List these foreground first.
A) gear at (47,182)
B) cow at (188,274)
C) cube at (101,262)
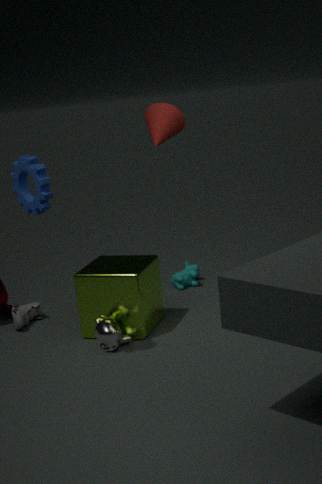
1. gear at (47,182)
2. cube at (101,262)
3. cow at (188,274)
